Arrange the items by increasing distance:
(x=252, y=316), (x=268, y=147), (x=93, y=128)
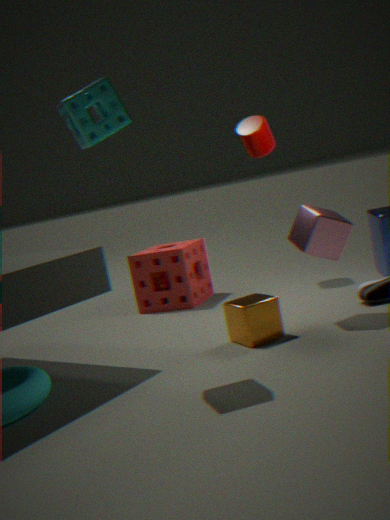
(x=93, y=128)
(x=252, y=316)
(x=268, y=147)
